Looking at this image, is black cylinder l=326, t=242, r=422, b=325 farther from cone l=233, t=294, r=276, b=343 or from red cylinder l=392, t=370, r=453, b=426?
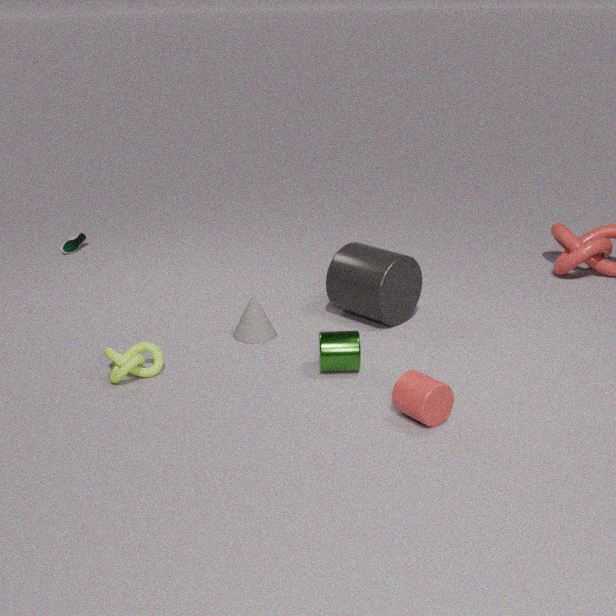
red cylinder l=392, t=370, r=453, b=426
